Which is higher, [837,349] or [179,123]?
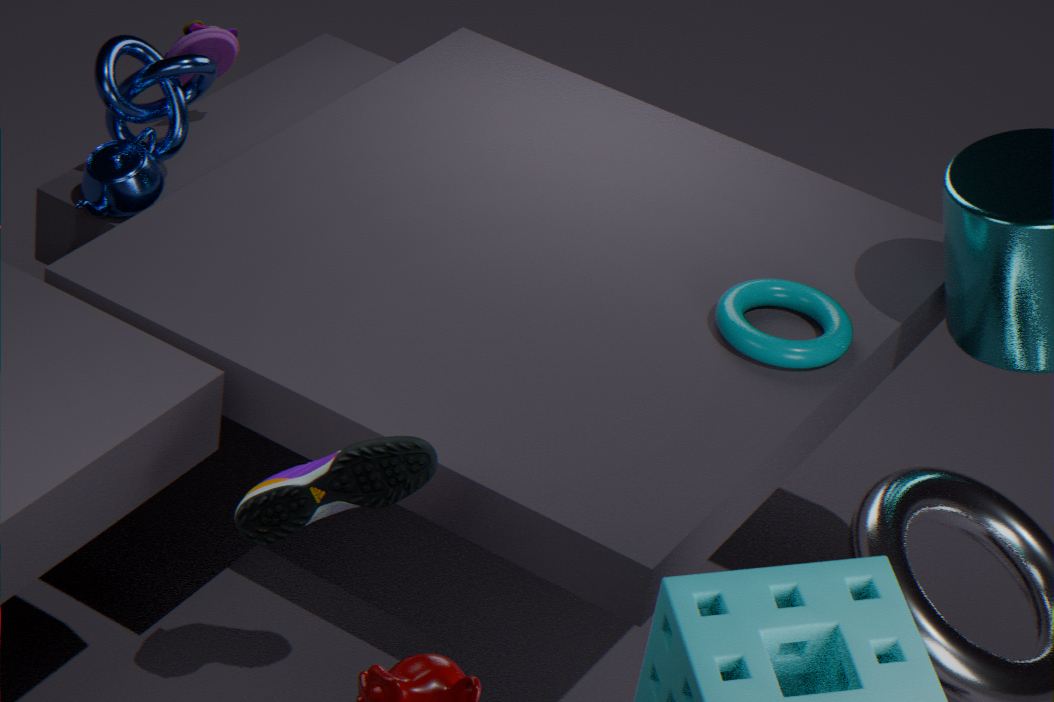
[179,123]
